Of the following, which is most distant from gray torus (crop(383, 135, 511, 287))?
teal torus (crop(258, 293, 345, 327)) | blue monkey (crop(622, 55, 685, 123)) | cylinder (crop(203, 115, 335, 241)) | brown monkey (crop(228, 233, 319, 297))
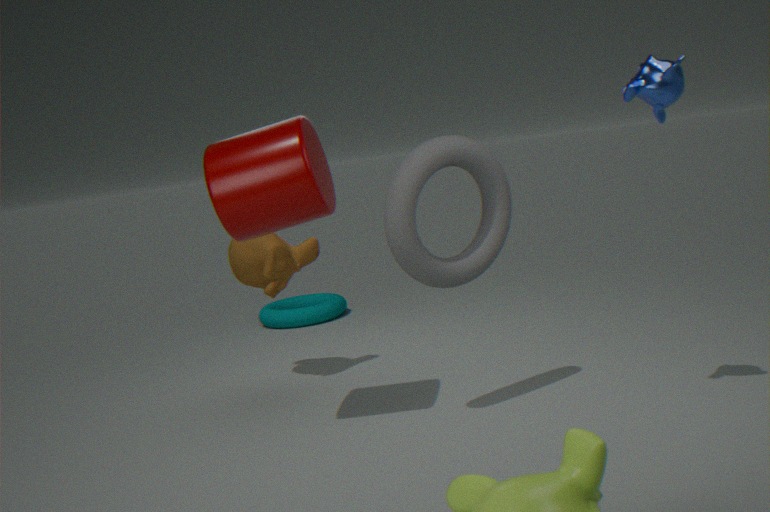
teal torus (crop(258, 293, 345, 327))
